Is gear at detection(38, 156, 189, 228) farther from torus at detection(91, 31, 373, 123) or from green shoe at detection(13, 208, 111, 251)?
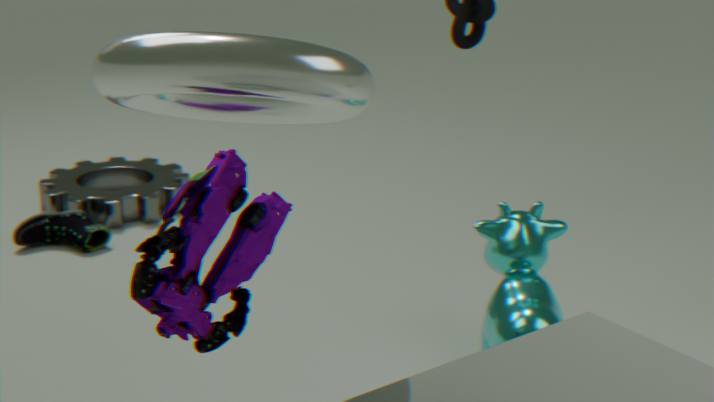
torus at detection(91, 31, 373, 123)
